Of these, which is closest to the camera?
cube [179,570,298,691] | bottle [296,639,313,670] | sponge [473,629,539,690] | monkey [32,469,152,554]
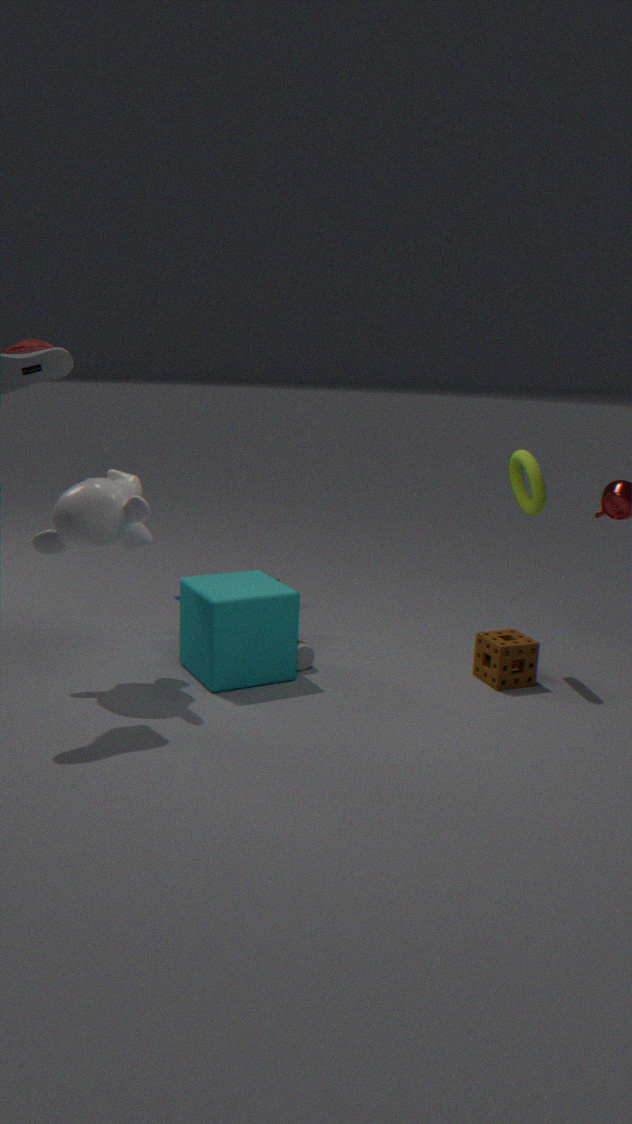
monkey [32,469,152,554]
